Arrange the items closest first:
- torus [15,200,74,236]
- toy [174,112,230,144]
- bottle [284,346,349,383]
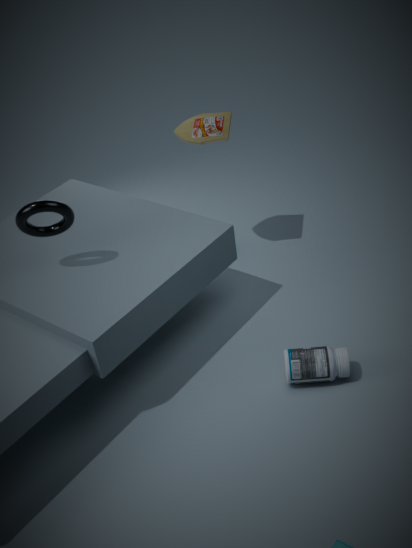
torus [15,200,74,236] < bottle [284,346,349,383] < toy [174,112,230,144]
